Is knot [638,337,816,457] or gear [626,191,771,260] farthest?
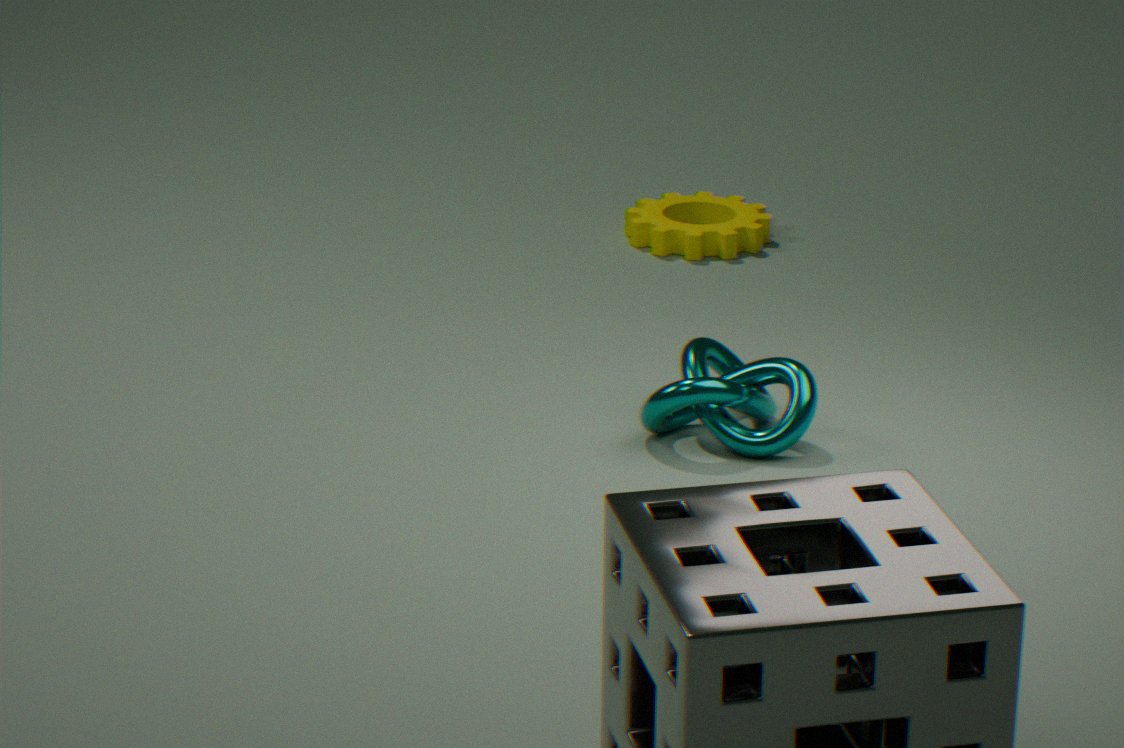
gear [626,191,771,260]
